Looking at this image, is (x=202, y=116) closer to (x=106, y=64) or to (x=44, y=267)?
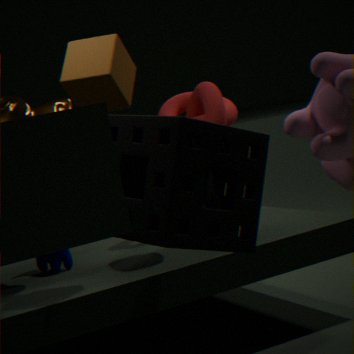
(x=44, y=267)
